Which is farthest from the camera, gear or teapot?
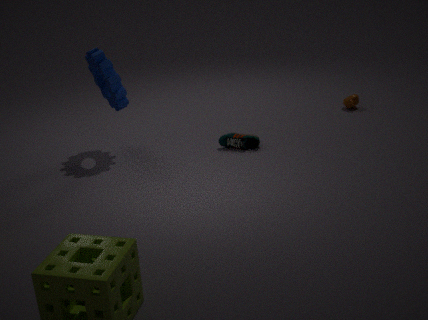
teapot
